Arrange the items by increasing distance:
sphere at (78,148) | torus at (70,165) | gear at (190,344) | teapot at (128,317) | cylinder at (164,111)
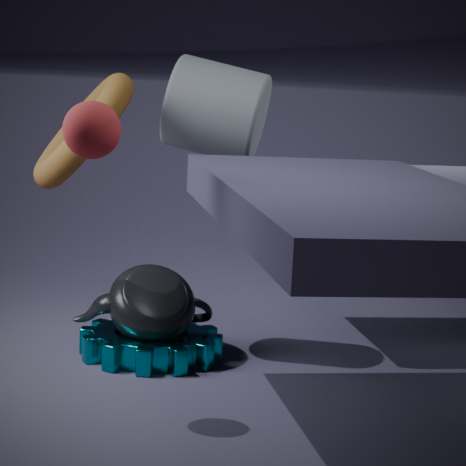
1. sphere at (78,148)
2. torus at (70,165)
3. gear at (190,344)
4. teapot at (128,317)
5. cylinder at (164,111)
